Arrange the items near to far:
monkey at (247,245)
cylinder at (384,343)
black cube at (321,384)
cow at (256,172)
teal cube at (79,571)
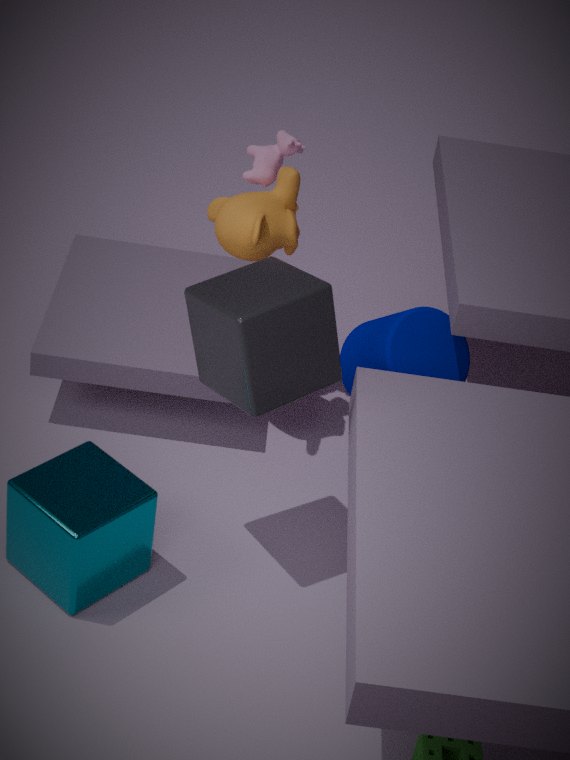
black cube at (321,384) → teal cube at (79,571) → cylinder at (384,343) → monkey at (247,245) → cow at (256,172)
